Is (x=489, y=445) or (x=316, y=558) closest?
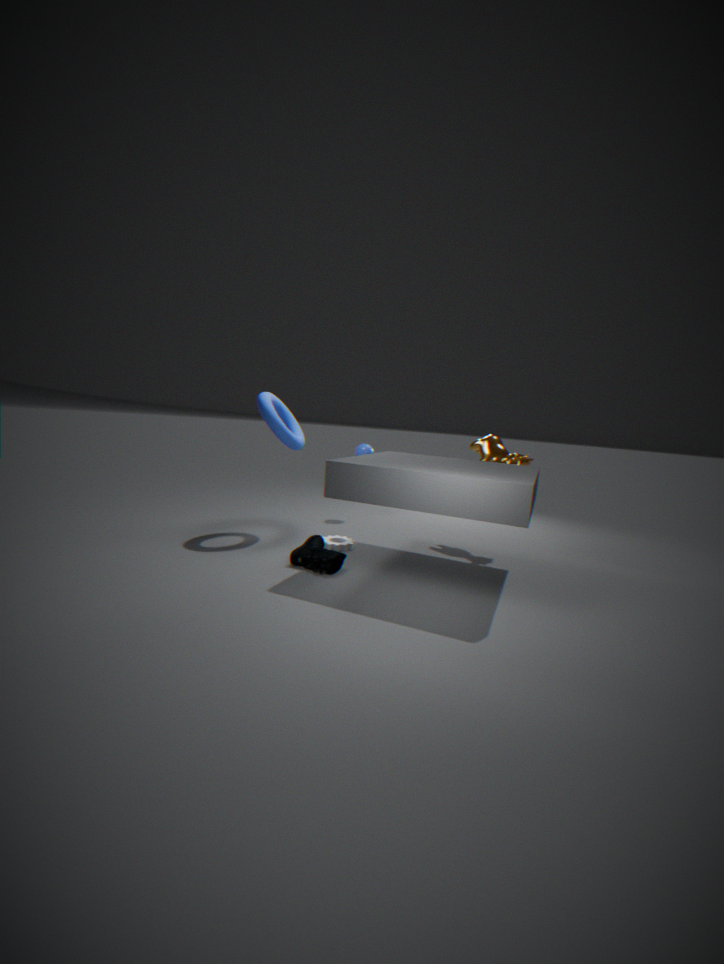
(x=316, y=558)
